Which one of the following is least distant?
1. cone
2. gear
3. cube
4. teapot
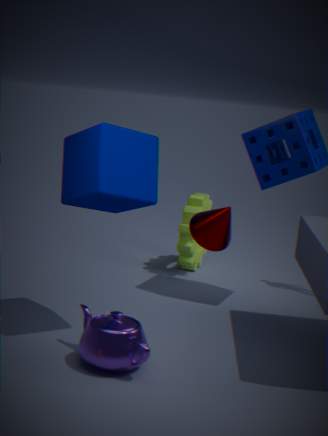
cone
